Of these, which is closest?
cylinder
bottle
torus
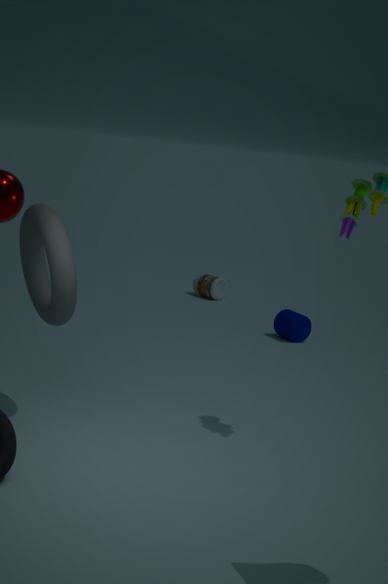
torus
